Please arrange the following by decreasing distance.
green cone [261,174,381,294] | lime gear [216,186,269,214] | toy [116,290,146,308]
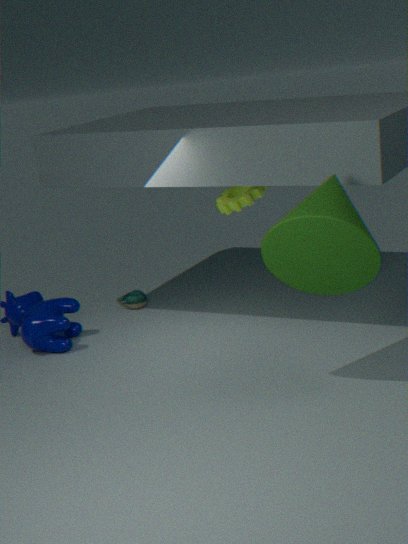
1. toy [116,290,146,308]
2. lime gear [216,186,269,214]
3. green cone [261,174,381,294]
